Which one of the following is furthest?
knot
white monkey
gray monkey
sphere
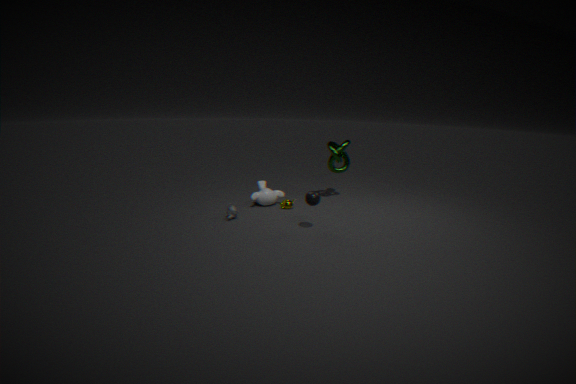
knot
